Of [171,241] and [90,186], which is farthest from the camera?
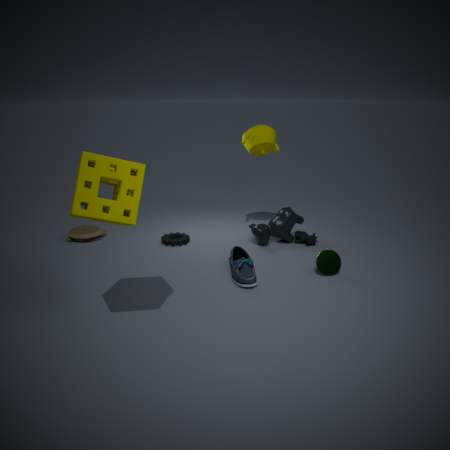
[171,241]
